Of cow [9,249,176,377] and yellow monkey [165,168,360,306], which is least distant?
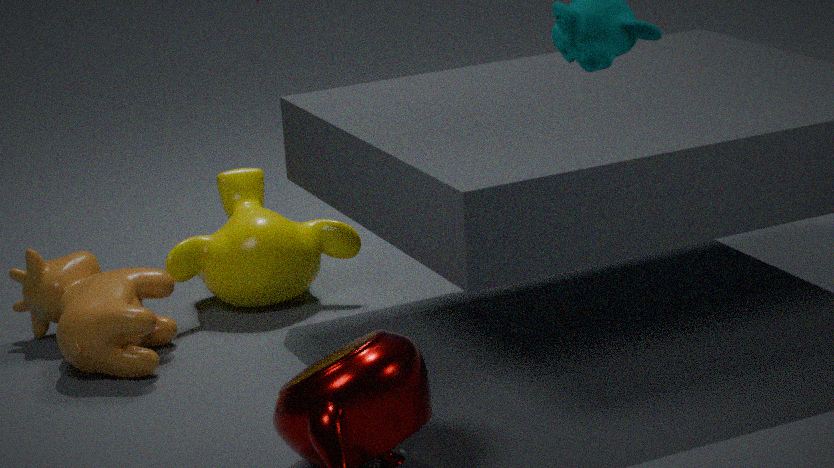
cow [9,249,176,377]
